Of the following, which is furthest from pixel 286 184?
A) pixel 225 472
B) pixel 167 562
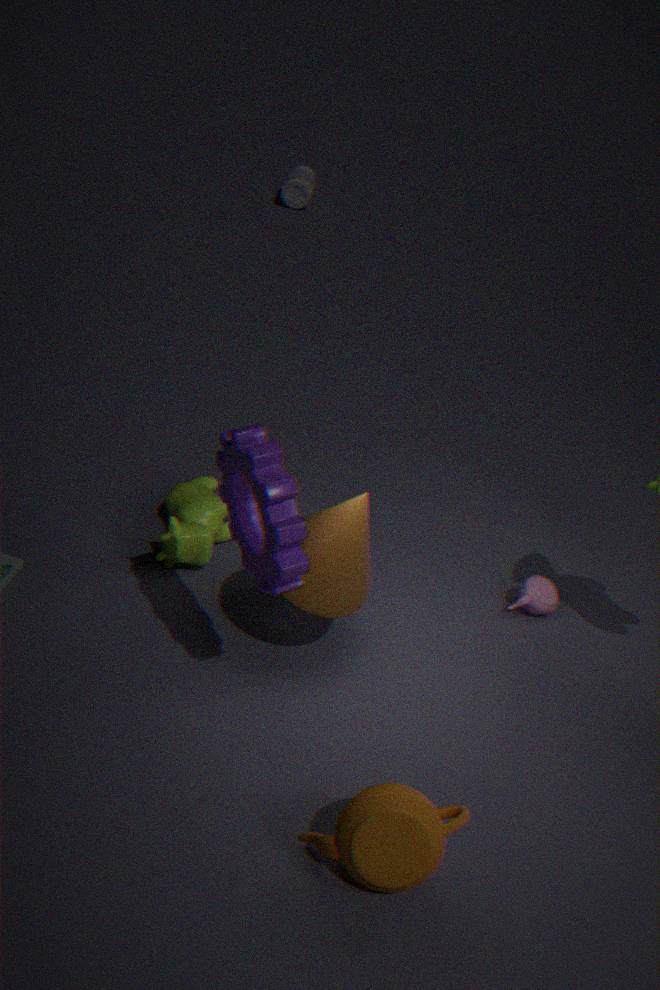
pixel 225 472
